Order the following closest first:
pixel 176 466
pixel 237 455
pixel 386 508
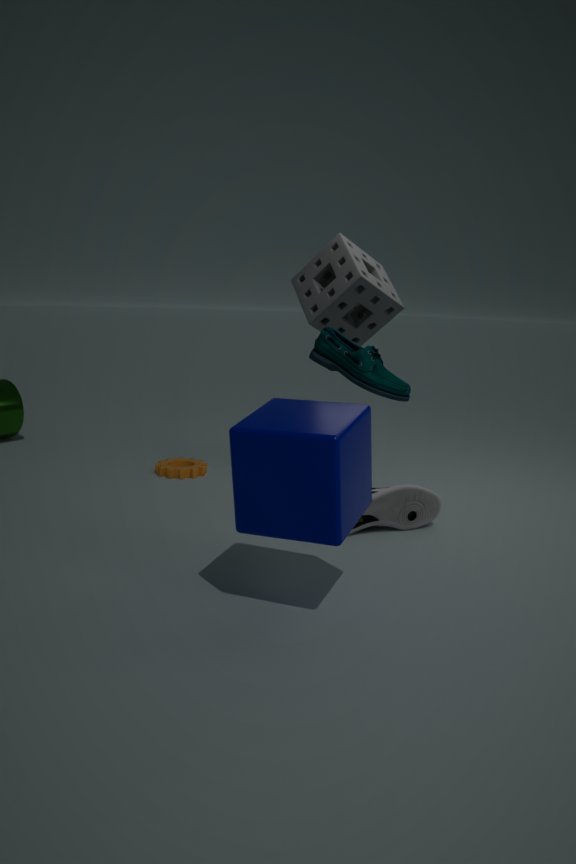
pixel 237 455, pixel 386 508, pixel 176 466
